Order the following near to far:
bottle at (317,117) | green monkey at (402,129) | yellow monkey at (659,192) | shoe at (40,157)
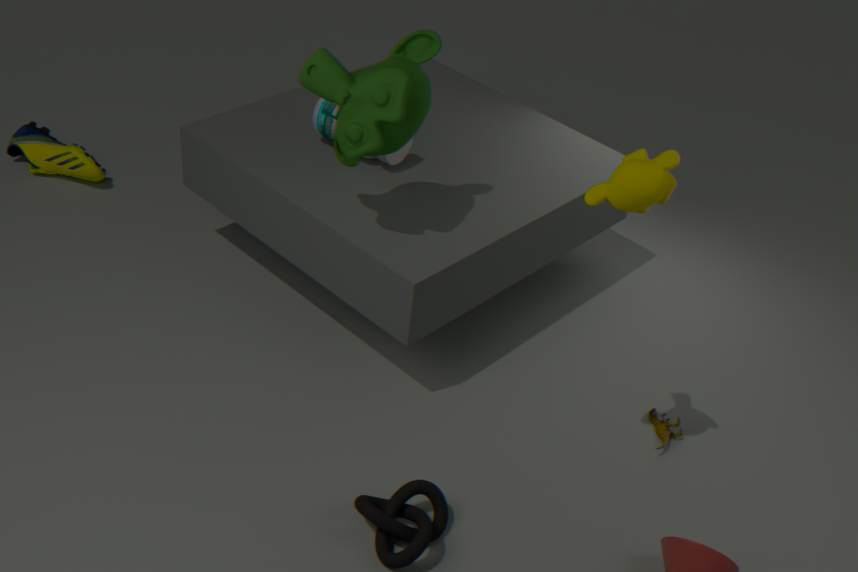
yellow monkey at (659,192), green monkey at (402,129), bottle at (317,117), shoe at (40,157)
